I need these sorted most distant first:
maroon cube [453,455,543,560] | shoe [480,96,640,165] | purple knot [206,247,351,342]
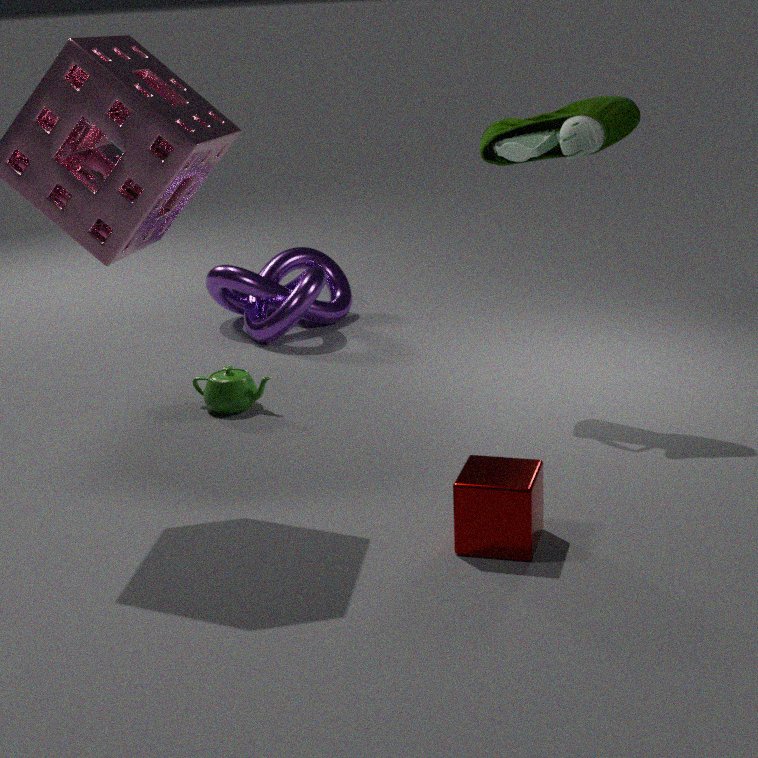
purple knot [206,247,351,342]
shoe [480,96,640,165]
maroon cube [453,455,543,560]
